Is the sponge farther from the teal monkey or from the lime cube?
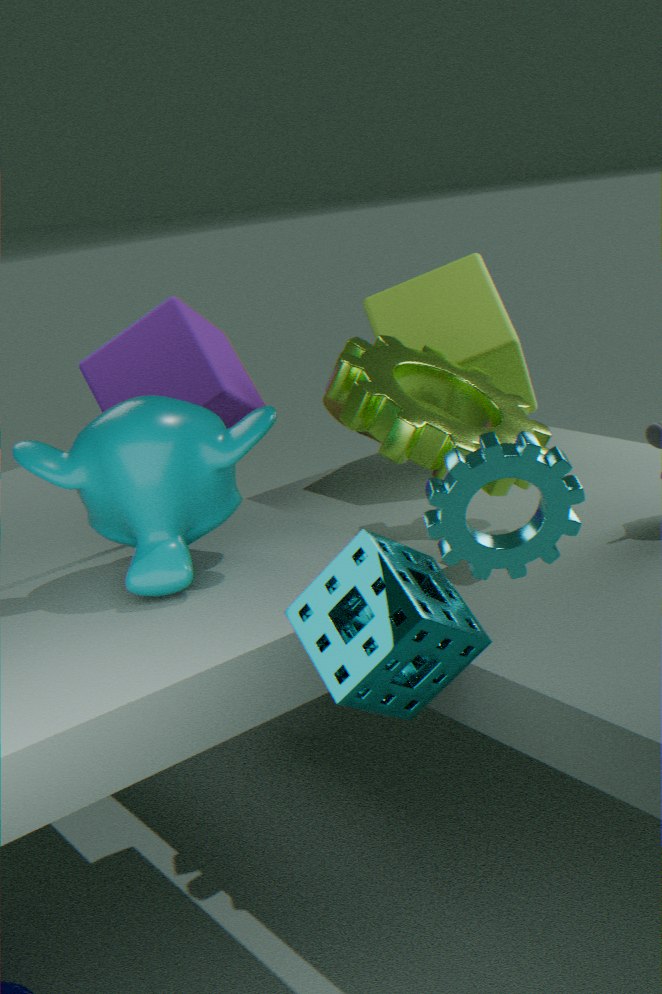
the lime cube
